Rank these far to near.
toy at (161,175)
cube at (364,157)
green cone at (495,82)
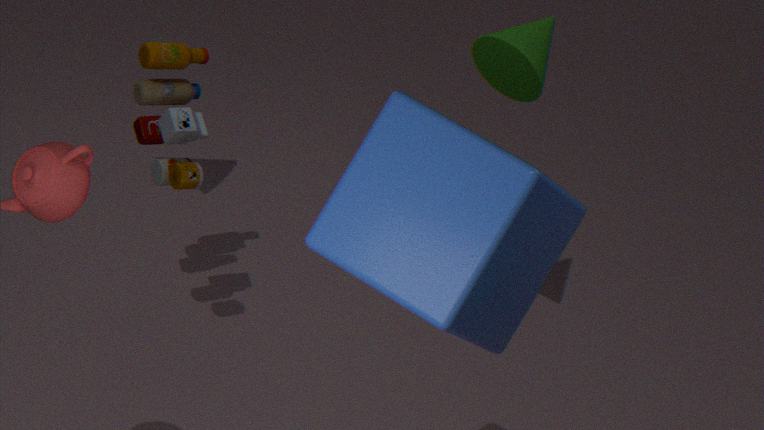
A: toy at (161,175)
green cone at (495,82)
cube at (364,157)
